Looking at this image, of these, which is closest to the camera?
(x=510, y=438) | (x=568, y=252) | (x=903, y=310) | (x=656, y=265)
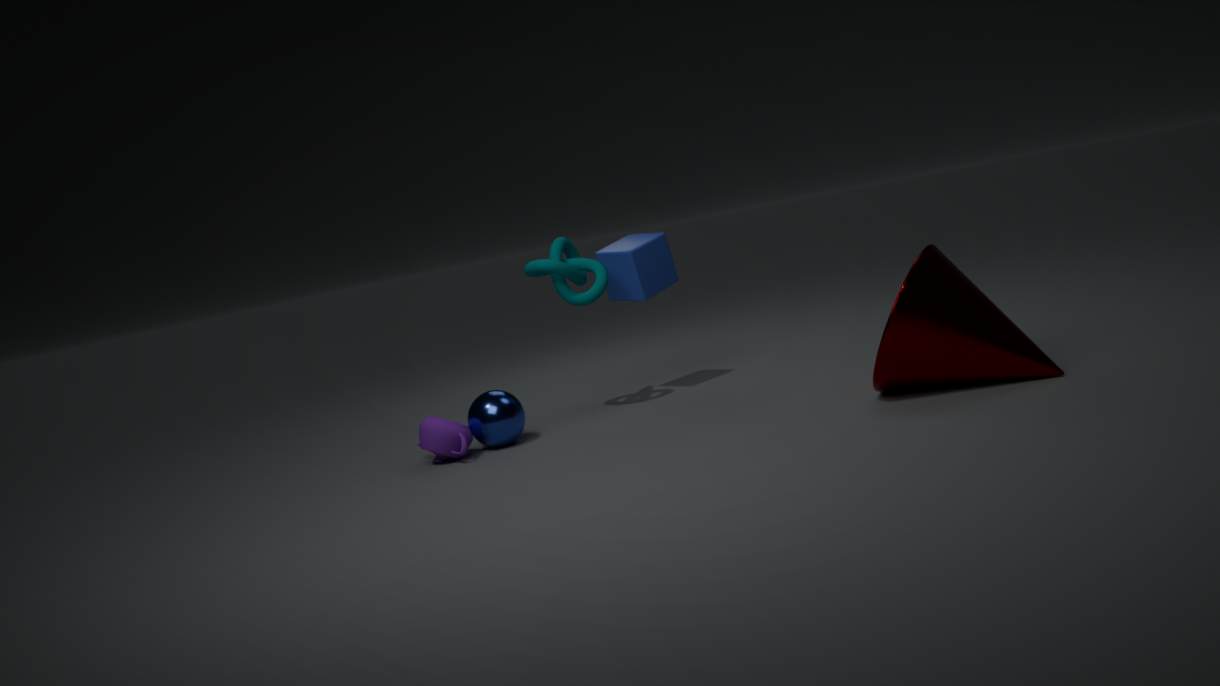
(x=903, y=310)
